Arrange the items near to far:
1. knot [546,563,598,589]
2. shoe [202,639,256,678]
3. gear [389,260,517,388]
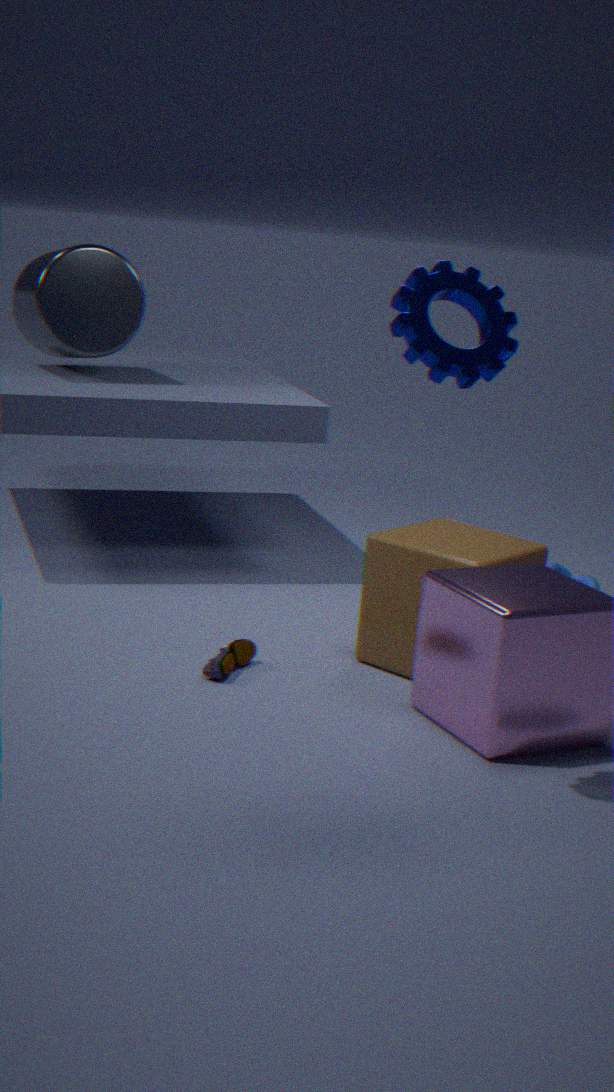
gear [389,260,517,388] < shoe [202,639,256,678] < knot [546,563,598,589]
